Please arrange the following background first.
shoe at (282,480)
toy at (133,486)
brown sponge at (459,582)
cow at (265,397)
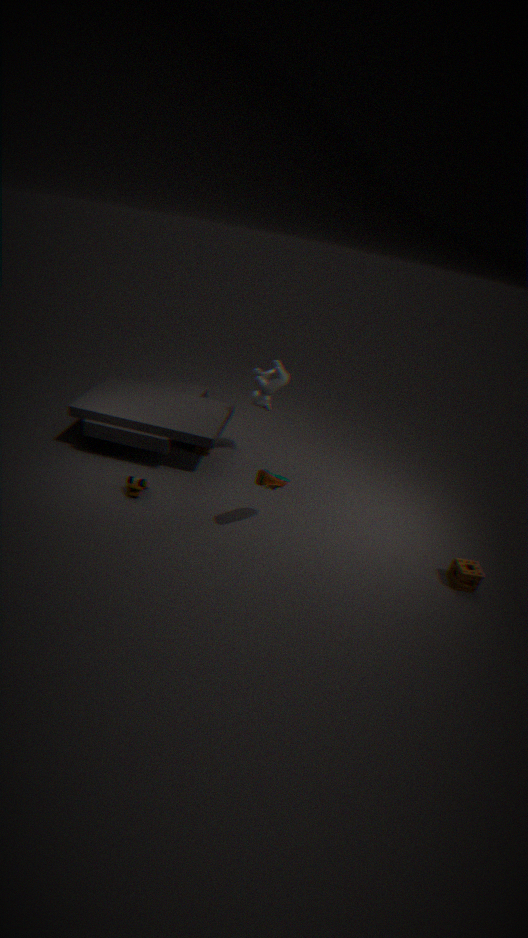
1. cow at (265,397)
2. toy at (133,486)
3. brown sponge at (459,582)
4. shoe at (282,480)
